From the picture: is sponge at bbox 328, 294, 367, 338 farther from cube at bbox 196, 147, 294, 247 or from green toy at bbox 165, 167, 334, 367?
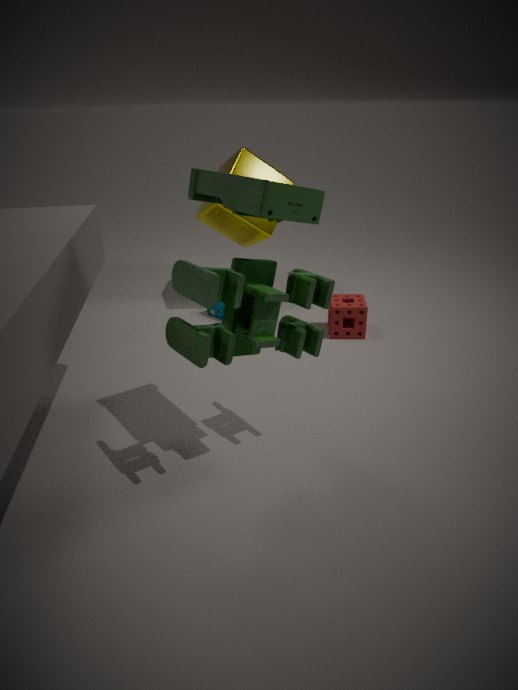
green toy at bbox 165, 167, 334, 367
